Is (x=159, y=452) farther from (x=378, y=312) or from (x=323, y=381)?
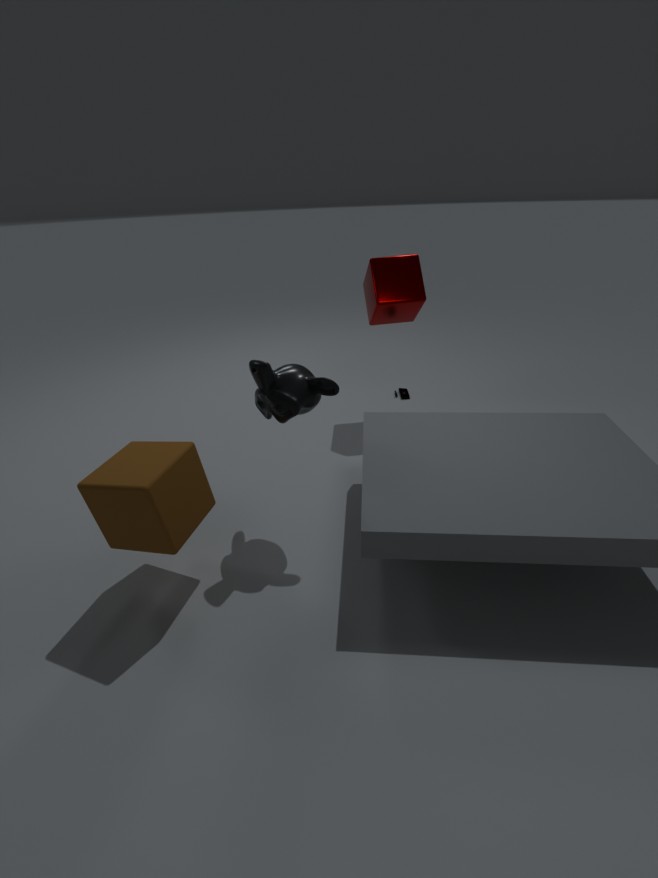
(x=378, y=312)
